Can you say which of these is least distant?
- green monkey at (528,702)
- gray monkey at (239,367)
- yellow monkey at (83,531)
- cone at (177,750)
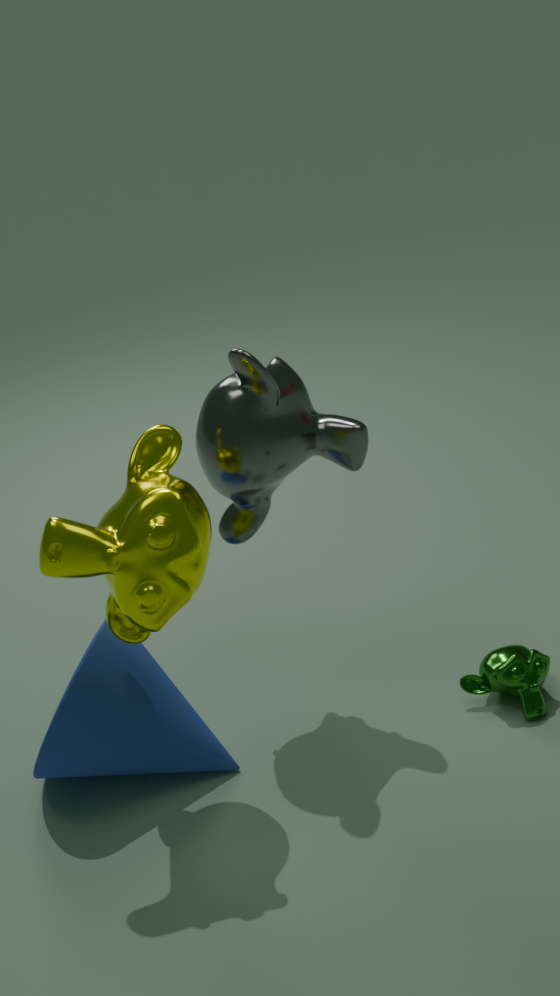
yellow monkey at (83,531)
